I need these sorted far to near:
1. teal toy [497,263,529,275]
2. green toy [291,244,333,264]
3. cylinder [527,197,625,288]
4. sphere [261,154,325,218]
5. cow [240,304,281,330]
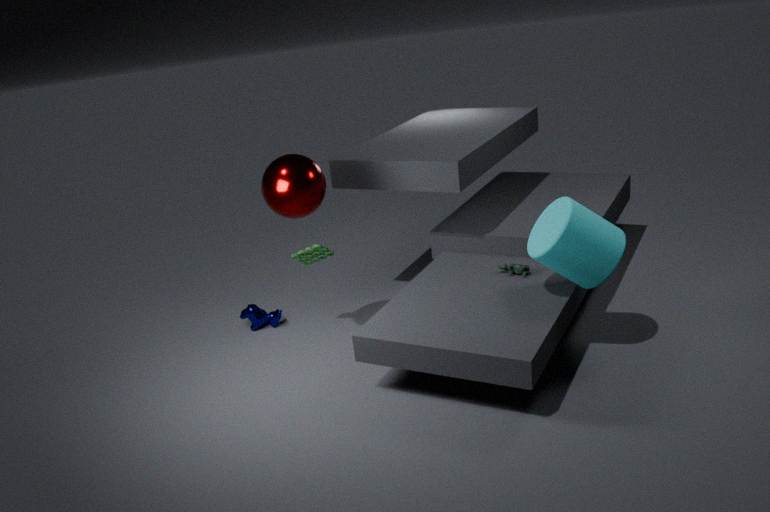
cow [240,304,281,330], green toy [291,244,333,264], teal toy [497,263,529,275], sphere [261,154,325,218], cylinder [527,197,625,288]
